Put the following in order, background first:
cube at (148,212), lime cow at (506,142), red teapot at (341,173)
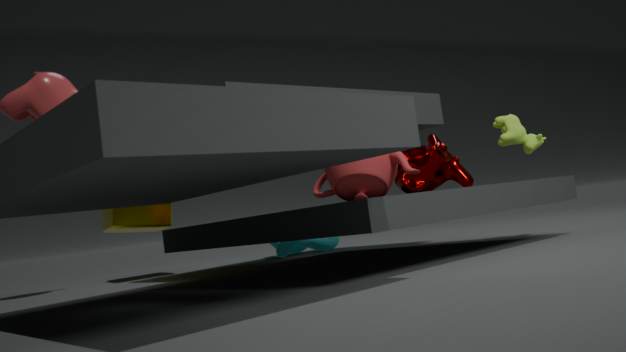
cube at (148,212) < lime cow at (506,142) < red teapot at (341,173)
